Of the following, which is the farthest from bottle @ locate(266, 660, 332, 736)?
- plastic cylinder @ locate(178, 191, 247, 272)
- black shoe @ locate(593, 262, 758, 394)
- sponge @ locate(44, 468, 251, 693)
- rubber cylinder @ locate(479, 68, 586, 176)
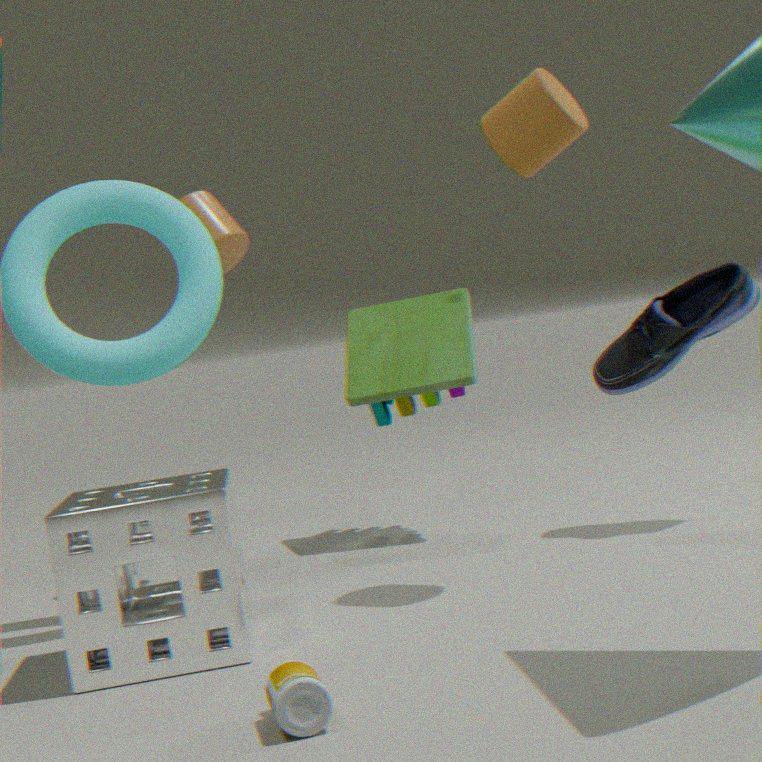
plastic cylinder @ locate(178, 191, 247, 272)
